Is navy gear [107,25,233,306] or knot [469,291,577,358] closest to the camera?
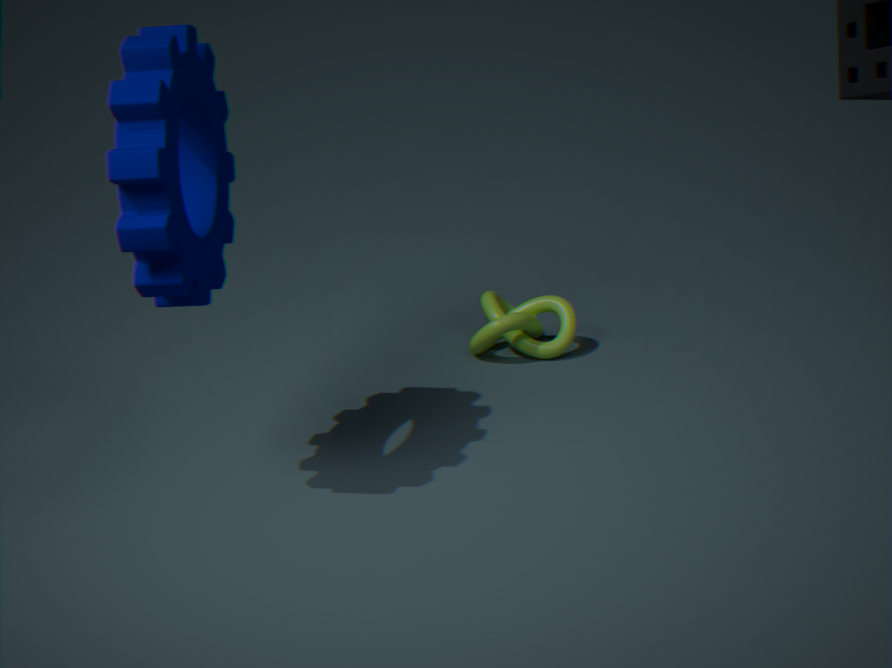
navy gear [107,25,233,306]
